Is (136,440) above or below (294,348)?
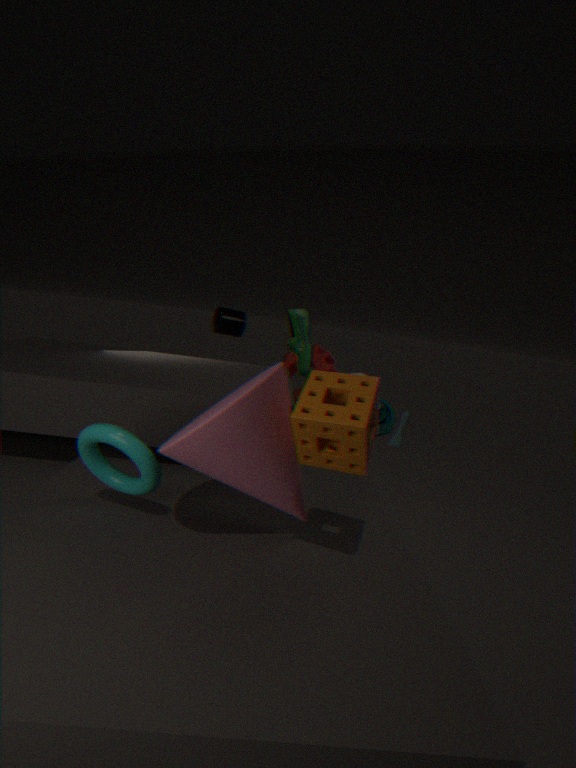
below
